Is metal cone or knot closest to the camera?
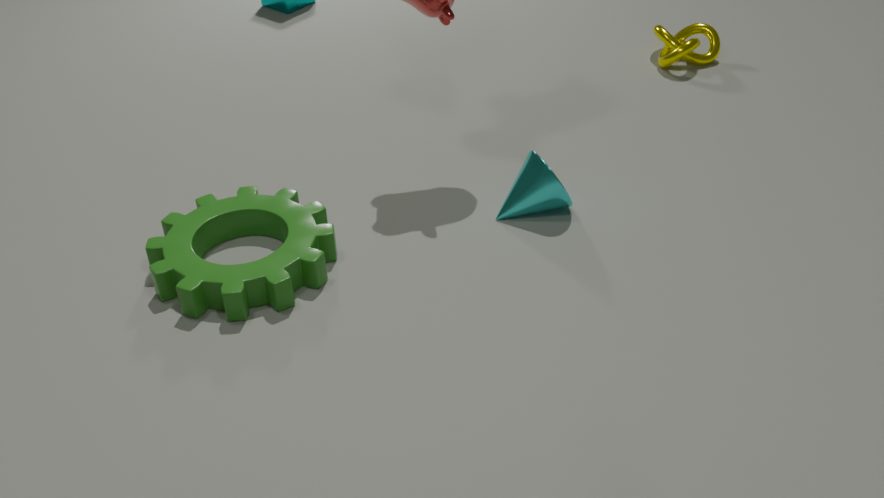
metal cone
